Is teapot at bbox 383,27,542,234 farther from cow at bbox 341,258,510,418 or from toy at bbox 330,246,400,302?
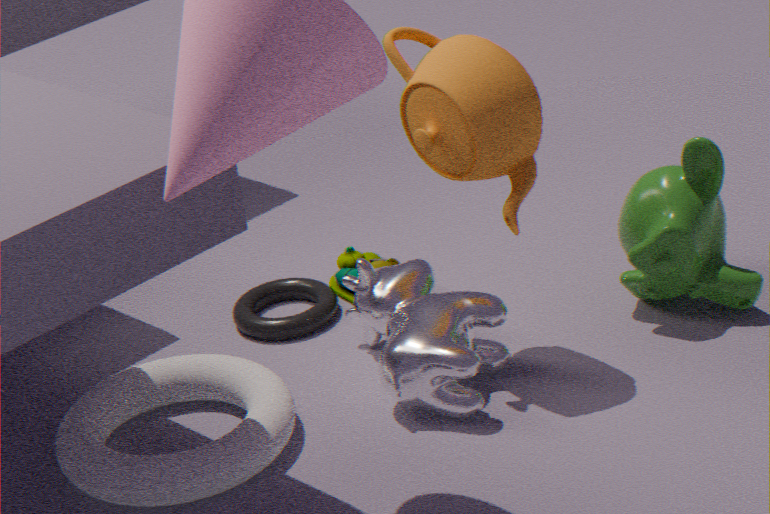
toy at bbox 330,246,400,302
